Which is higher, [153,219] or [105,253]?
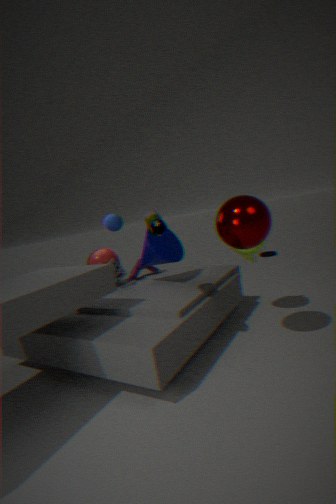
[153,219]
